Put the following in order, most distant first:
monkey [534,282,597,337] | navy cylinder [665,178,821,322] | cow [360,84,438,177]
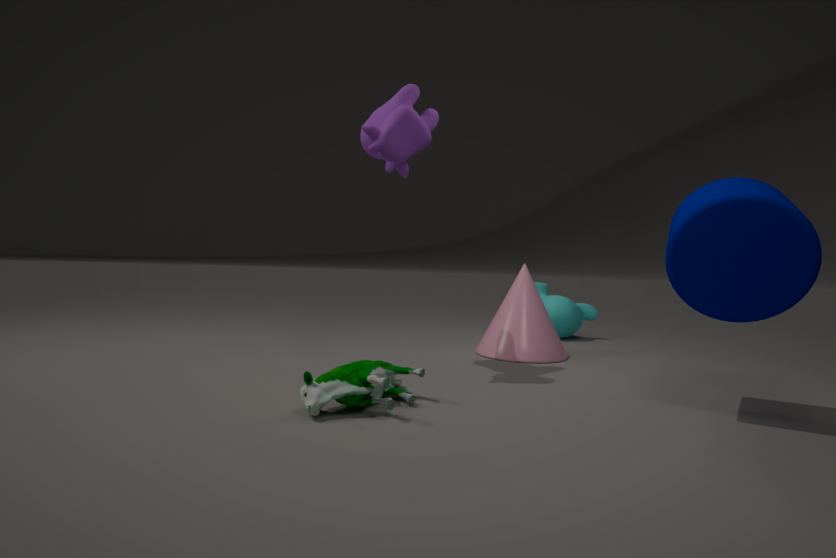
monkey [534,282,597,337], cow [360,84,438,177], navy cylinder [665,178,821,322]
